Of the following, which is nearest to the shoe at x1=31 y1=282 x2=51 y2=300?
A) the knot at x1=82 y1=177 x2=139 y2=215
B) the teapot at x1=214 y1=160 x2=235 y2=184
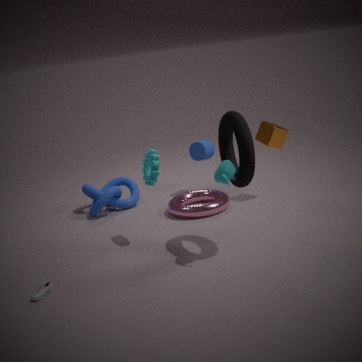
the teapot at x1=214 y1=160 x2=235 y2=184
